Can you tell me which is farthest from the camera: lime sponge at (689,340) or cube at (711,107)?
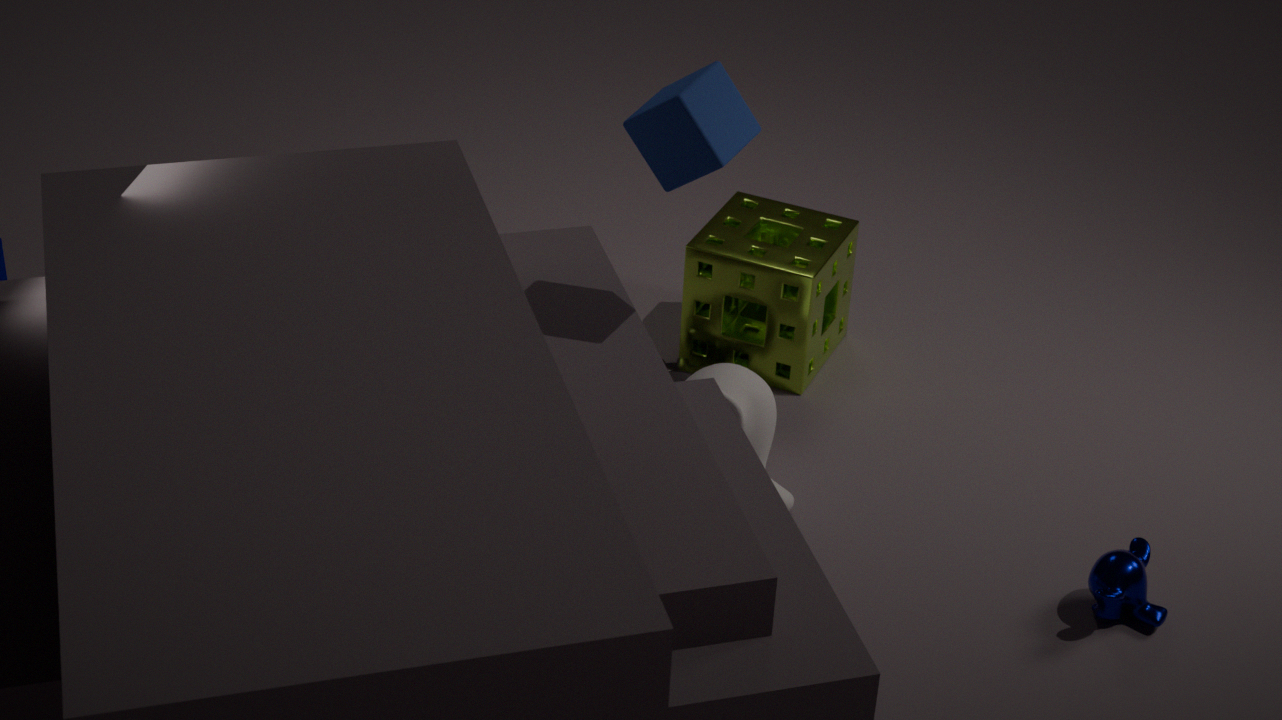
lime sponge at (689,340)
